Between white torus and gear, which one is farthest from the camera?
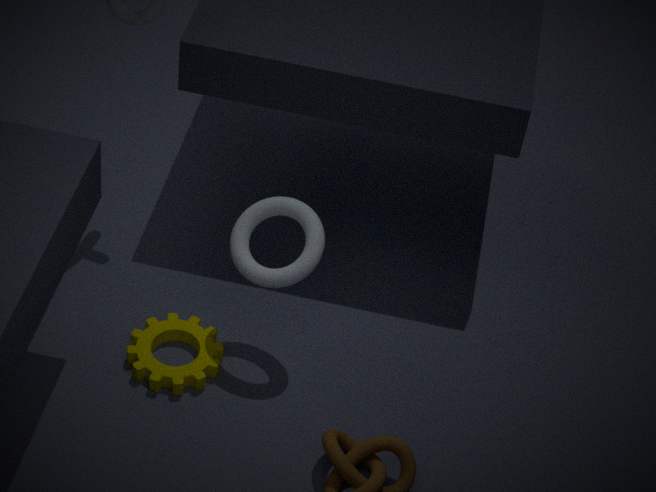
gear
